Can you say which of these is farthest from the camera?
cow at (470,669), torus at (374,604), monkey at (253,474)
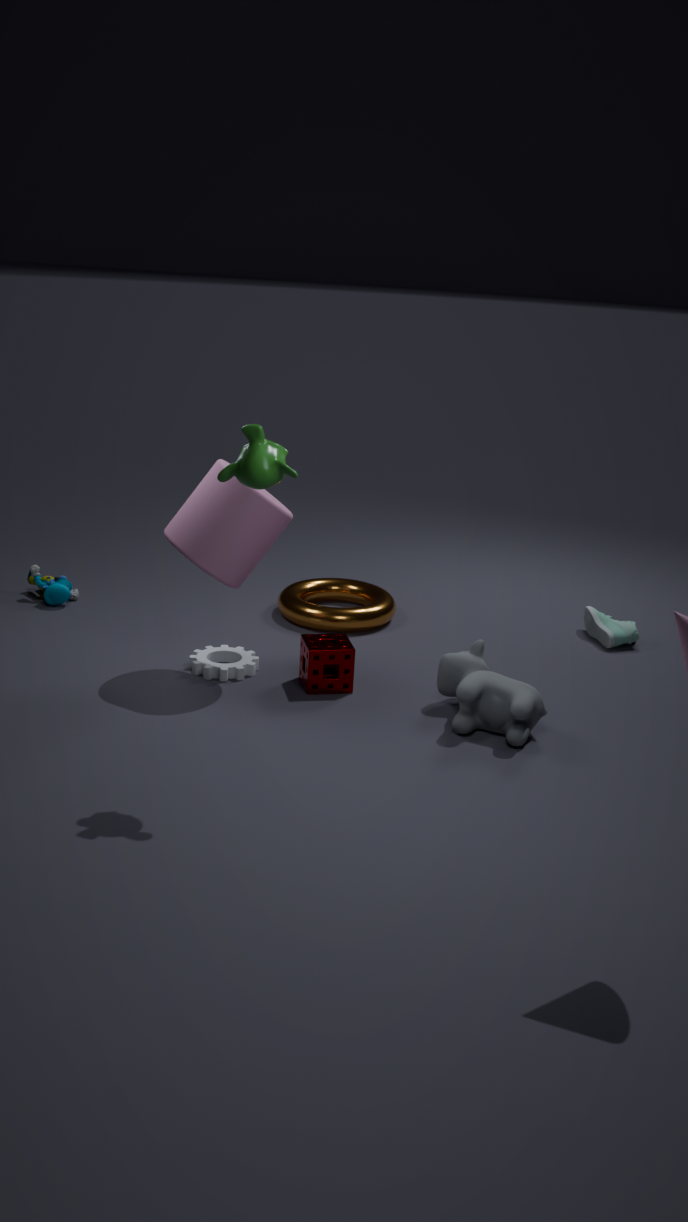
torus at (374,604)
